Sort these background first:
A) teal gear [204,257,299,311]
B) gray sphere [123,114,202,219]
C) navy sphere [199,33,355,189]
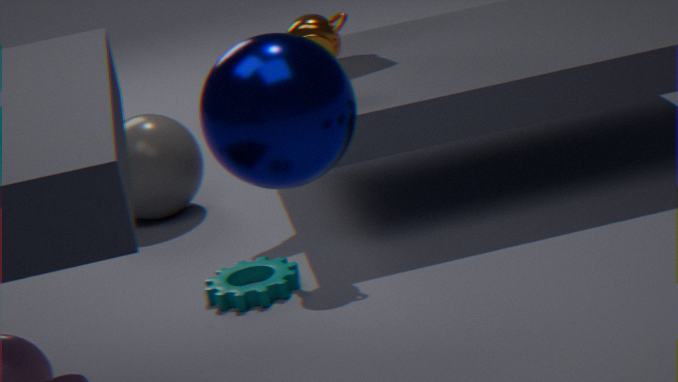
1. gray sphere [123,114,202,219]
2. teal gear [204,257,299,311]
3. navy sphere [199,33,355,189]
